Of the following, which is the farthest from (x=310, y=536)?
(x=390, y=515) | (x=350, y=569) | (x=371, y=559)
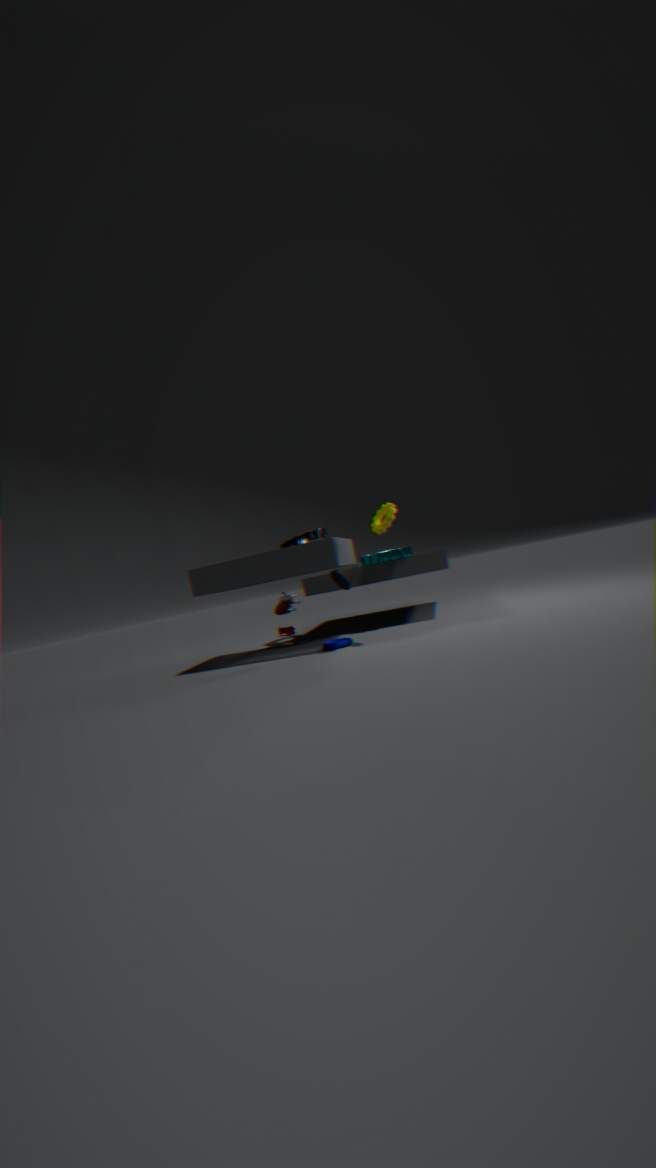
(x=390, y=515)
